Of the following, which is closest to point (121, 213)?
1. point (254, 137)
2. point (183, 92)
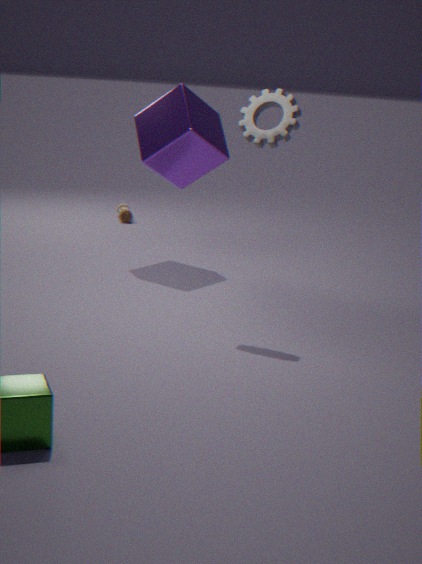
point (183, 92)
